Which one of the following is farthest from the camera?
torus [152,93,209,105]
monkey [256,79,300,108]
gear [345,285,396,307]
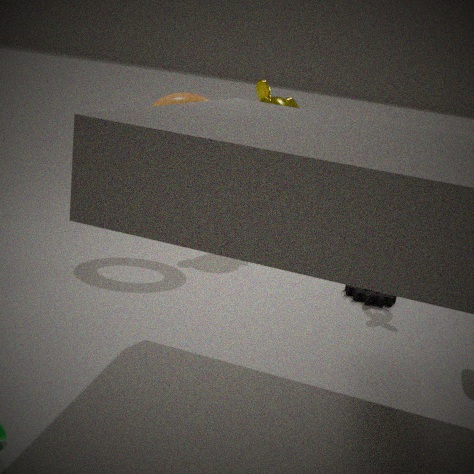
monkey [256,79,300,108]
